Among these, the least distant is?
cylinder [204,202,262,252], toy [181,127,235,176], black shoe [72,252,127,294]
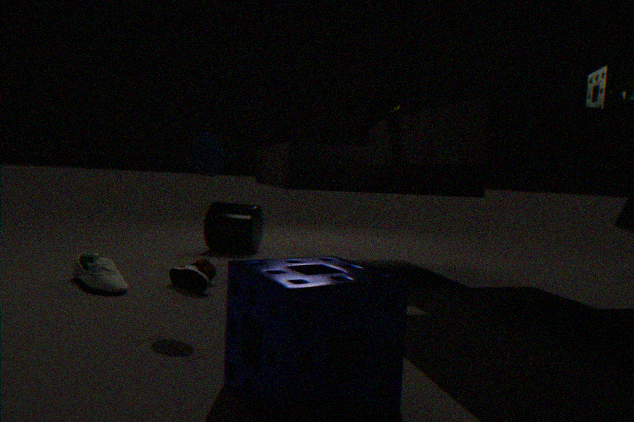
toy [181,127,235,176]
